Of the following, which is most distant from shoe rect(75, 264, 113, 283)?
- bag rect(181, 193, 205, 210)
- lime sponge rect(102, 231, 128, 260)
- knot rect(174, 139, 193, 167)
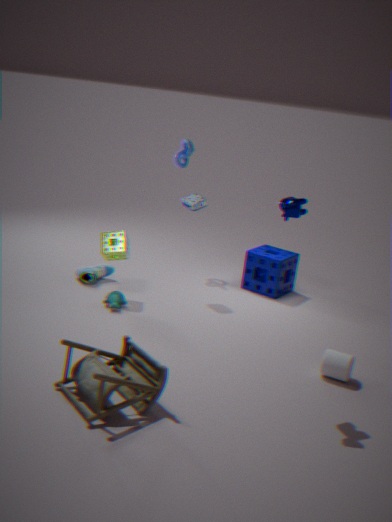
knot rect(174, 139, 193, 167)
